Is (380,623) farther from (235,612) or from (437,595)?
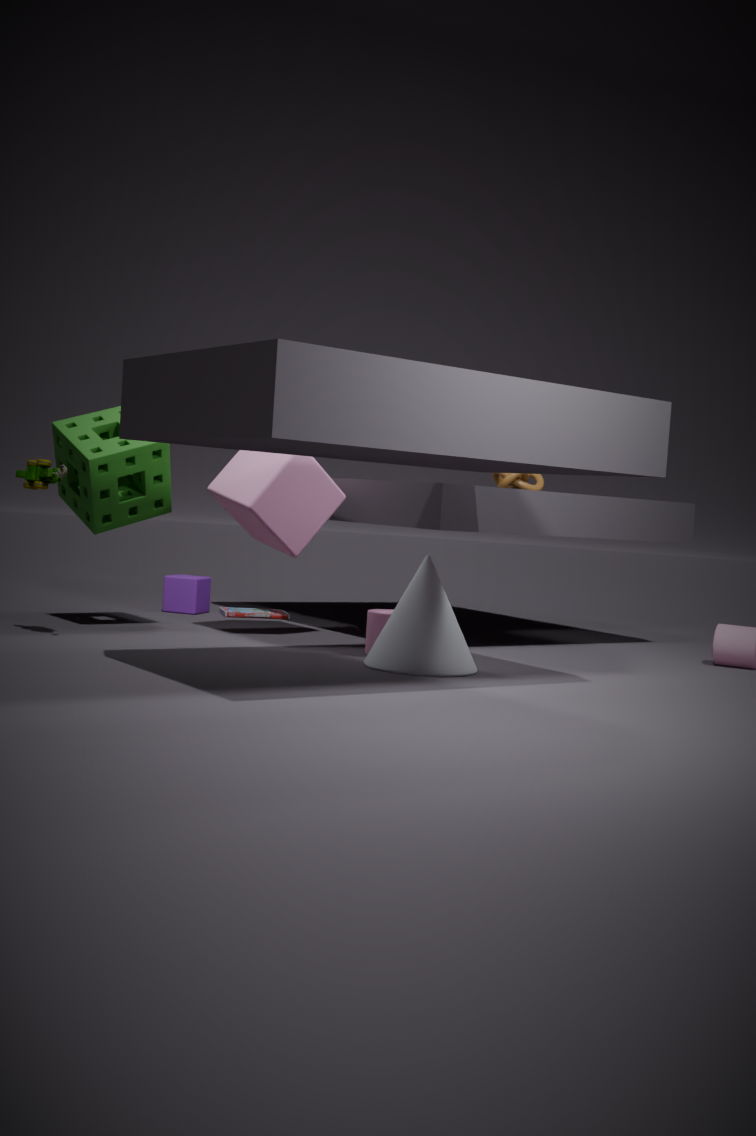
(235,612)
